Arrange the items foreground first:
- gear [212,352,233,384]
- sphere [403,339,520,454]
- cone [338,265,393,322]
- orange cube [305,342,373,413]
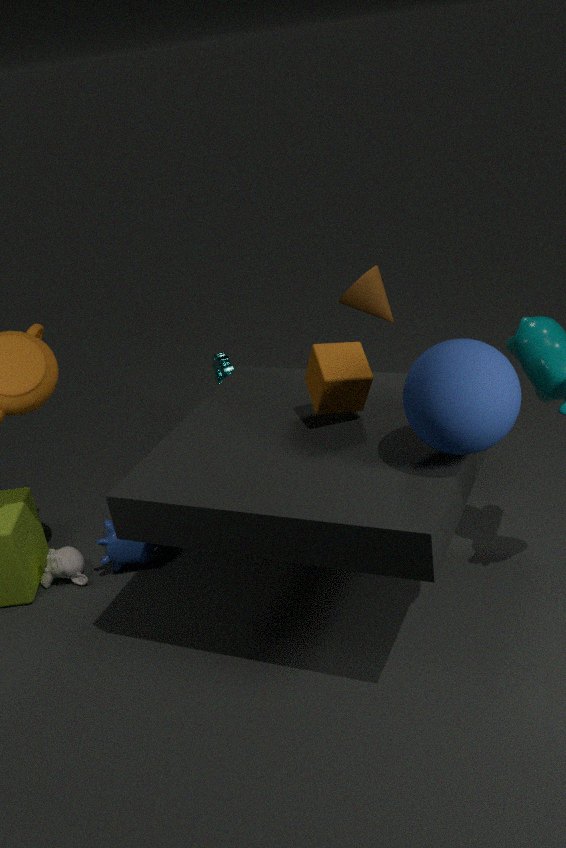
sphere [403,339,520,454]
orange cube [305,342,373,413]
cone [338,265,393,322]
gear [212,352,233,384]
